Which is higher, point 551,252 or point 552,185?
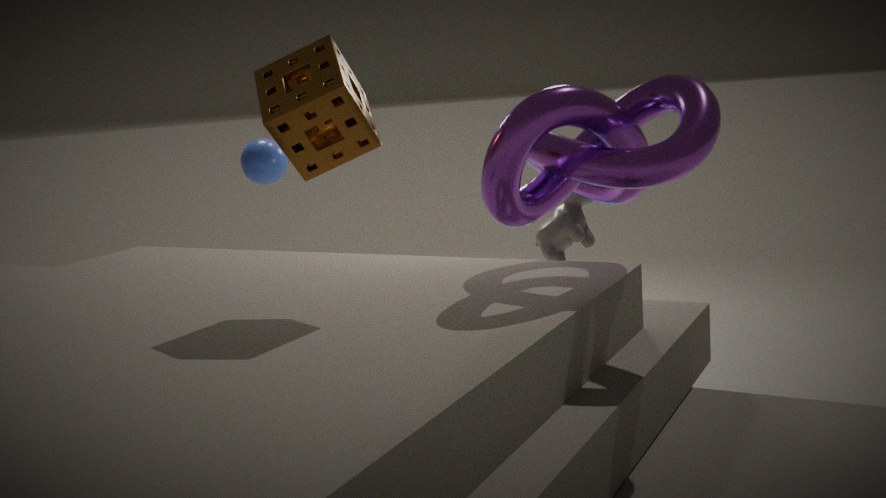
point 552,185
